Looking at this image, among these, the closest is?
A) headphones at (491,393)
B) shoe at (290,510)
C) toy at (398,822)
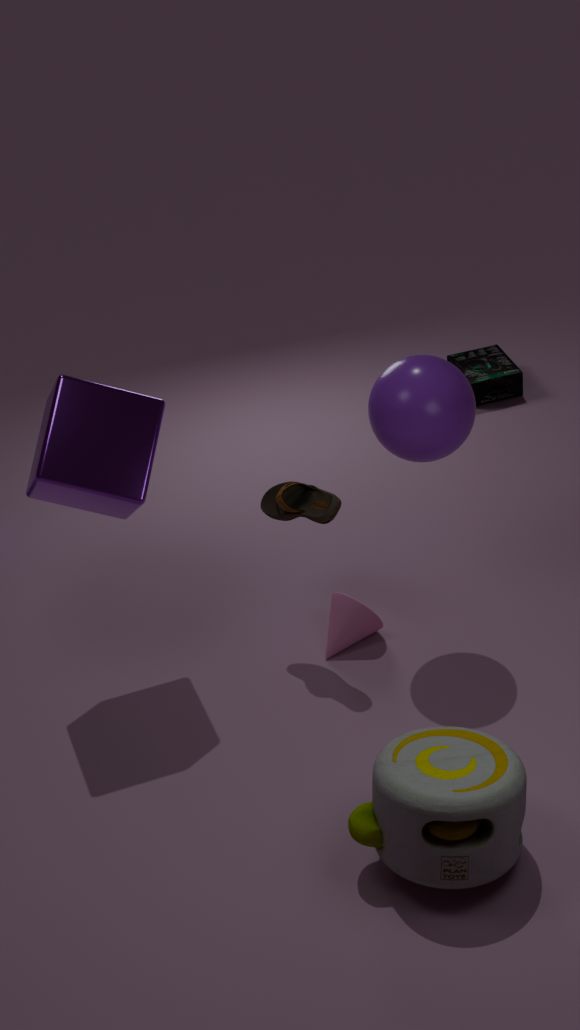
toy at (398,822)
